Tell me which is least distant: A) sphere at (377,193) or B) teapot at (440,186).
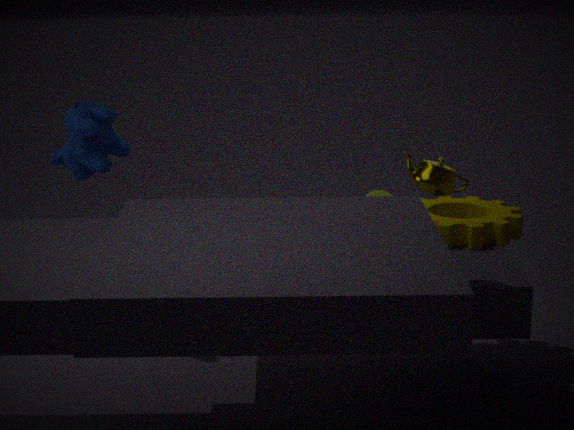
B. teapot at (440,186)
